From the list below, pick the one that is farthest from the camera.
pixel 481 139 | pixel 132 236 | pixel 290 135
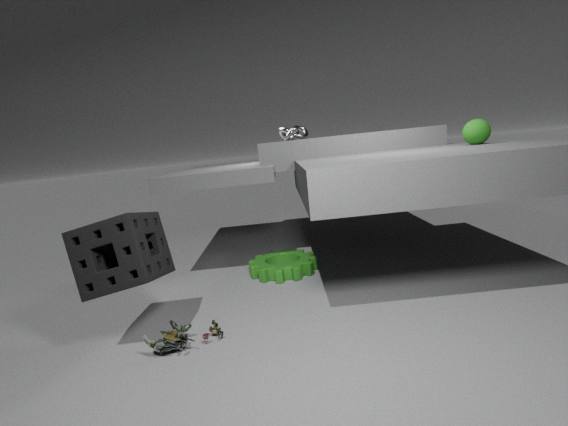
pixel 290 135
